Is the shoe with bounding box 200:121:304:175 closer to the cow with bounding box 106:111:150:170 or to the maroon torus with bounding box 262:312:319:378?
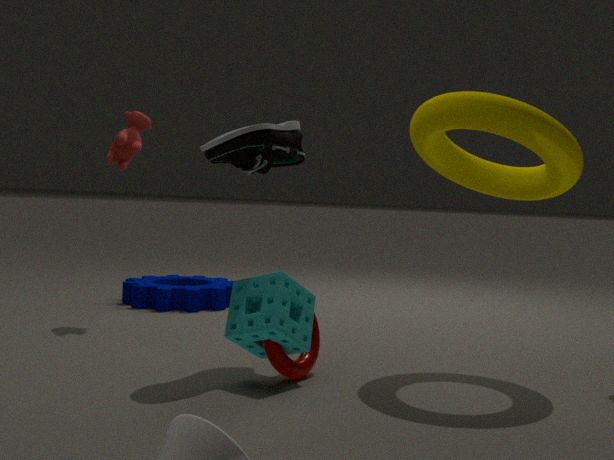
the maroon torus with bounding box 262:312:319:378
